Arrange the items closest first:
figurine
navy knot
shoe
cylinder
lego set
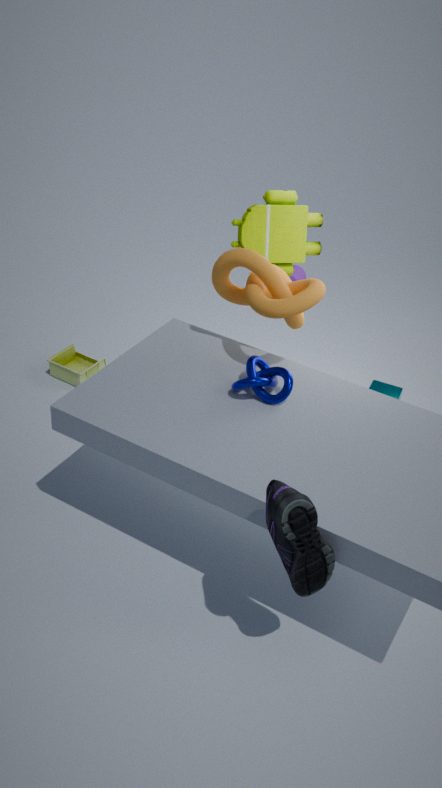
shoe, navy knot, lego set, figurine, cylinder
